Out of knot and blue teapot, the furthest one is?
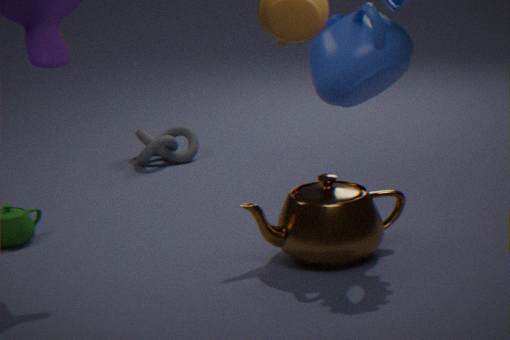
knot
